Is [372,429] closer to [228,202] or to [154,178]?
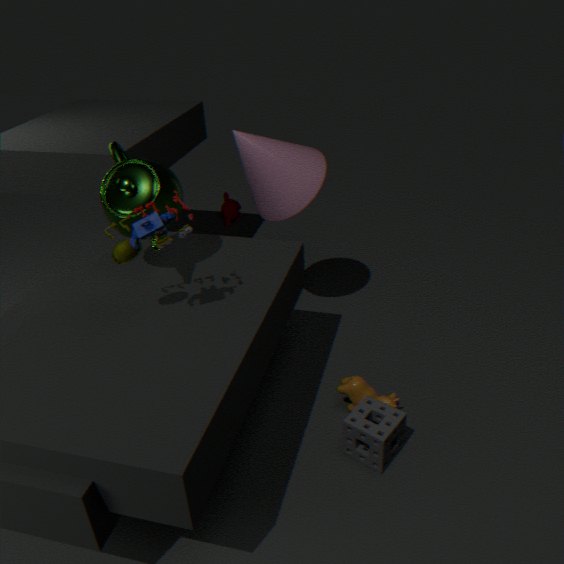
[154,178]
